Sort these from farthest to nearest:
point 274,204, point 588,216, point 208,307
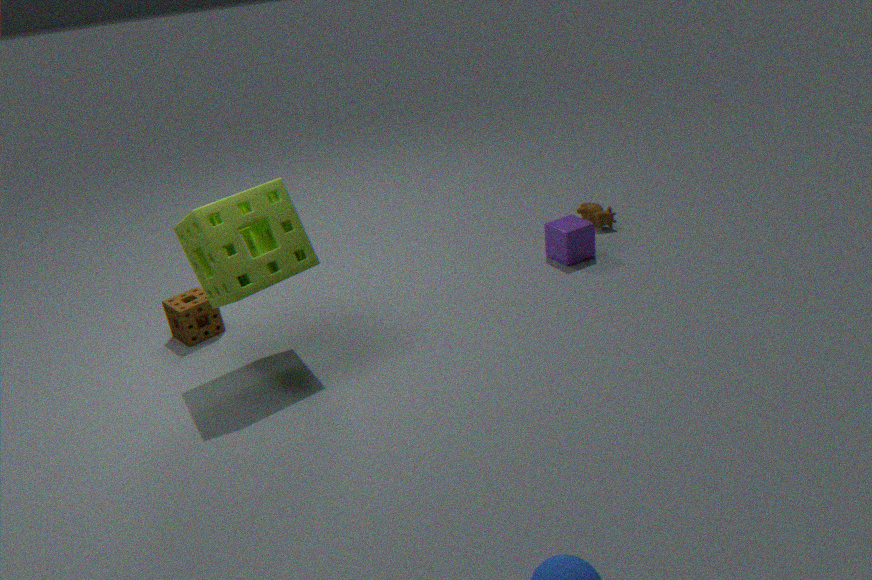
point 588,216
point 208,307
point 274,204
